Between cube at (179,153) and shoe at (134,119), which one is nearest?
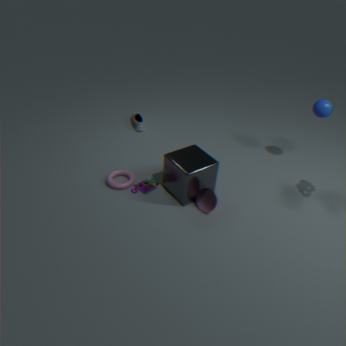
cube at (179,153)
